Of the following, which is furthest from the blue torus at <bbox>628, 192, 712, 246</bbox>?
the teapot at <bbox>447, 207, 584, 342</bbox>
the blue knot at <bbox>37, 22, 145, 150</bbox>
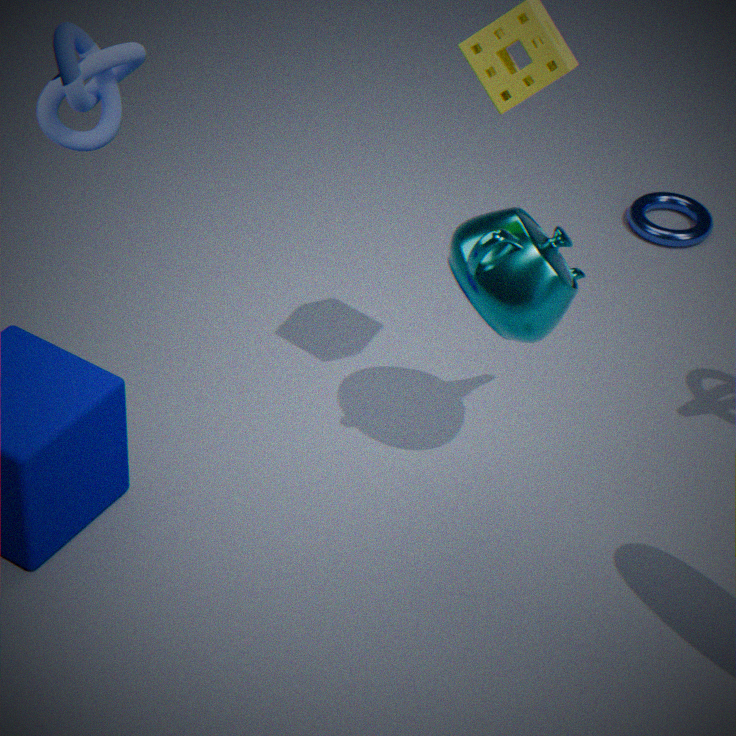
the blue knot at <bbox>37, 22, 145, 150</bbox>
